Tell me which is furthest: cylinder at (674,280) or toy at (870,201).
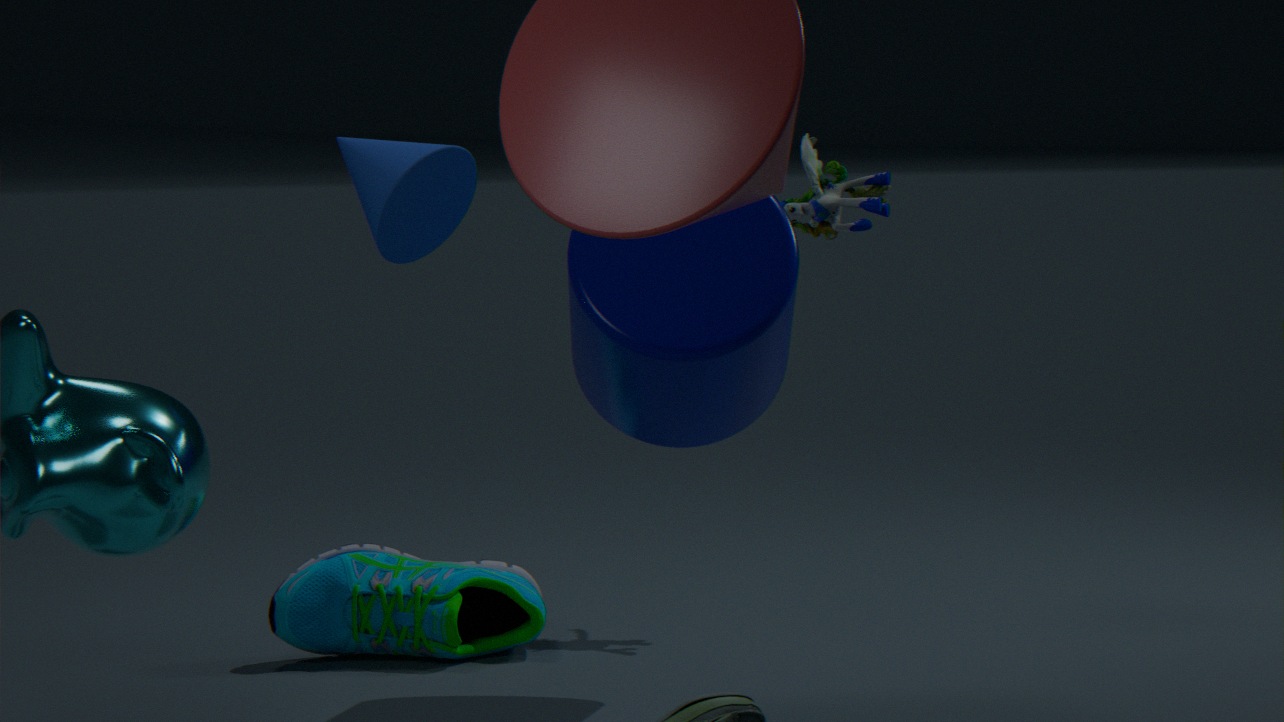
toy at (870,201)
